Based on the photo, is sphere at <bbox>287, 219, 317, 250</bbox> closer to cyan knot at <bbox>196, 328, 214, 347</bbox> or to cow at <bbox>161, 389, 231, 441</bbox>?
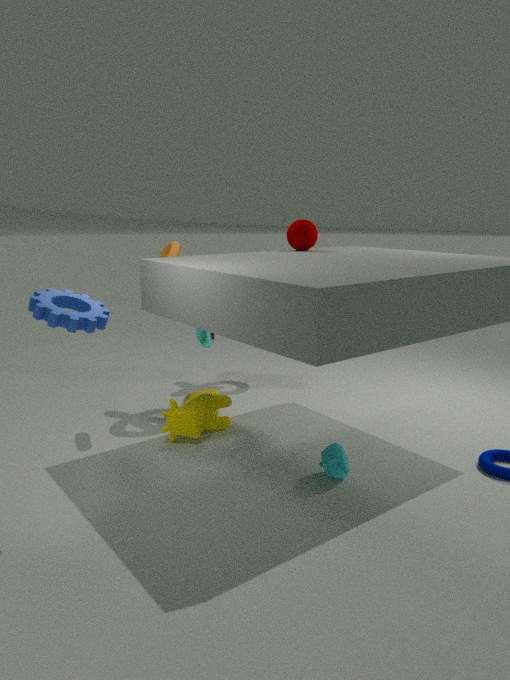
cyan knot at <bbox>196, 328, 214, 347</bbox>
